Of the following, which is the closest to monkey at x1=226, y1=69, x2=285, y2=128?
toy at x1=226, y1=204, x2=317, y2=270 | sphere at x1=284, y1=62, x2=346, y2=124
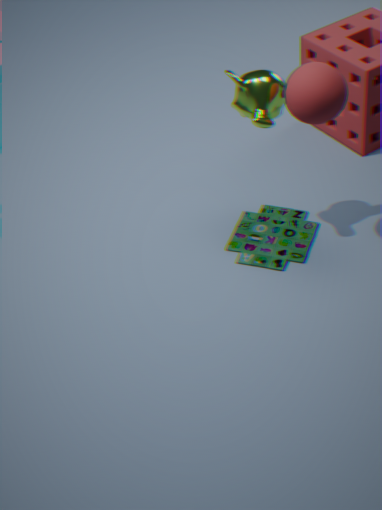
sphere at x1=284, y1=62, x2=346, y2=124
